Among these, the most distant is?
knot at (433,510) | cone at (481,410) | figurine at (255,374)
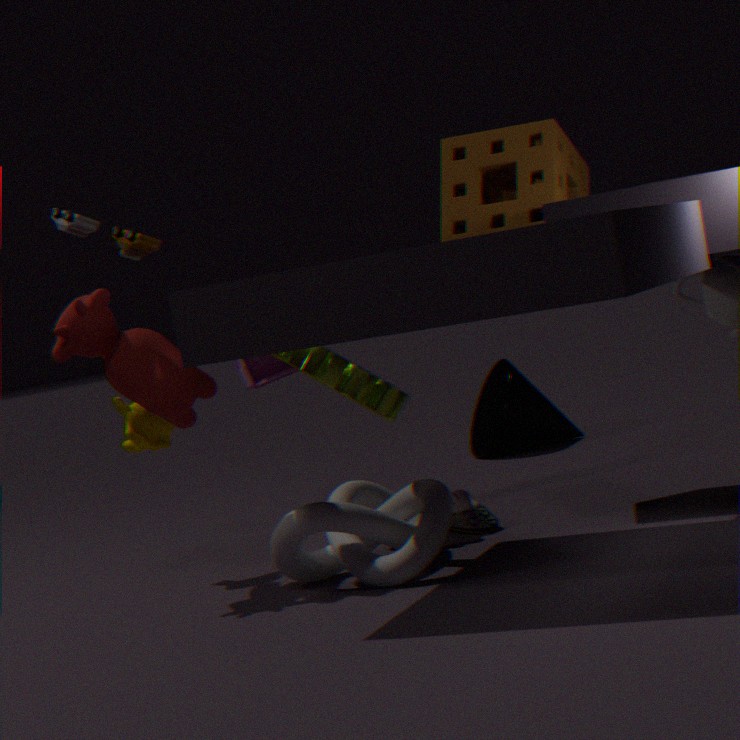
cone at (481,410)
